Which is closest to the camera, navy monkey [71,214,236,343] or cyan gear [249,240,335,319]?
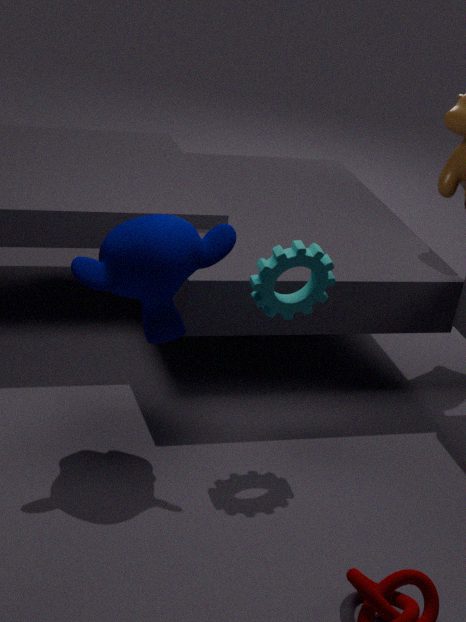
navy monkey [71,214,236,343]
